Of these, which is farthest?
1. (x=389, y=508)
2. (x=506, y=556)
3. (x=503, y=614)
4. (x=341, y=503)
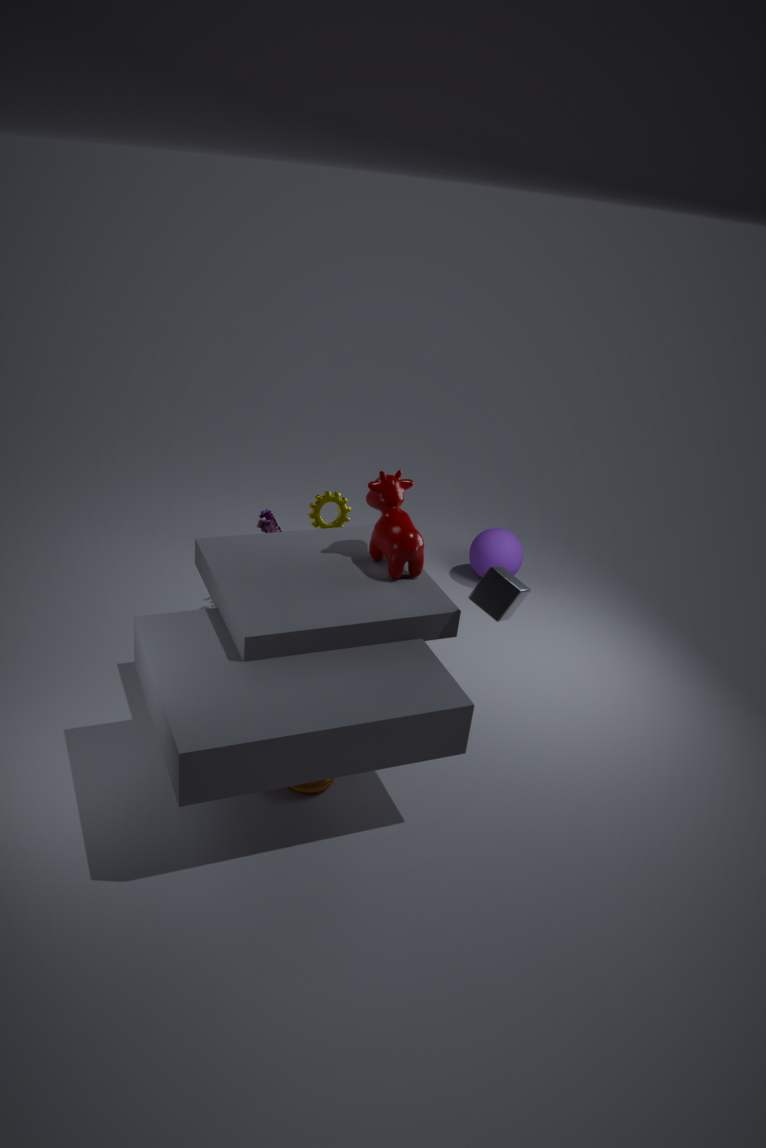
(x=506, y=556)
